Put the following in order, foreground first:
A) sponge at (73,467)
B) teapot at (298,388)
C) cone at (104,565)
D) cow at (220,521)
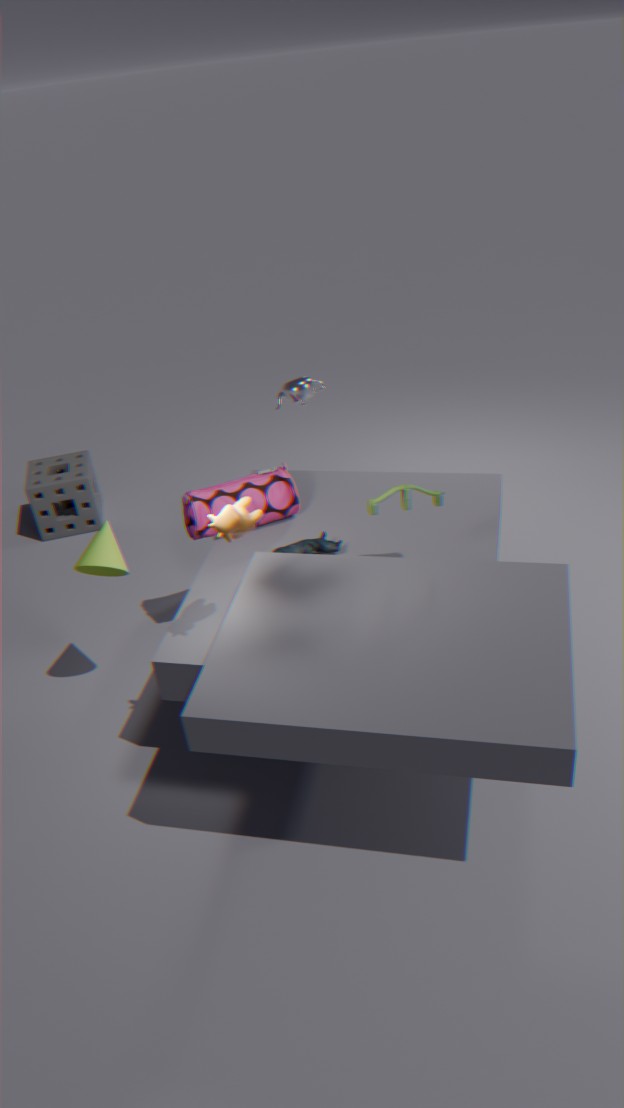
D. cow at (220,521) → C. cone at (104,565) → B. teapot at (298,388) → A. sponge at (73,467)
